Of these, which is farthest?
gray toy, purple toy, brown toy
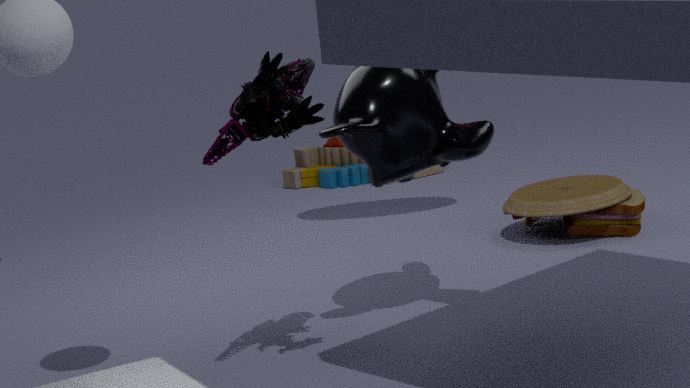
gray toy
